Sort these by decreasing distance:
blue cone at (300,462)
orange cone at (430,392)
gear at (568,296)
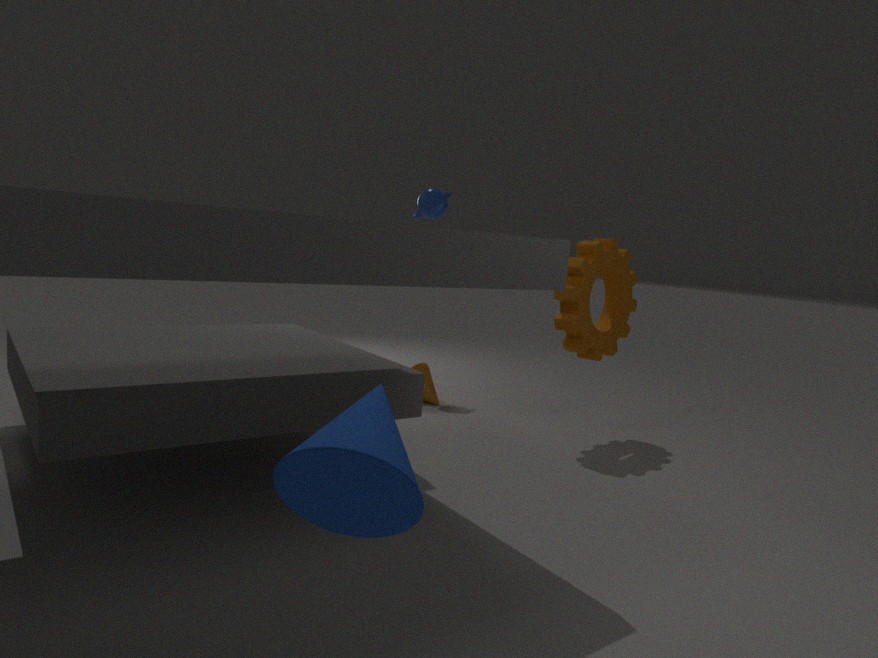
orange cone at (430,392)
gear at (568,296)
blue cone at (300,462)
